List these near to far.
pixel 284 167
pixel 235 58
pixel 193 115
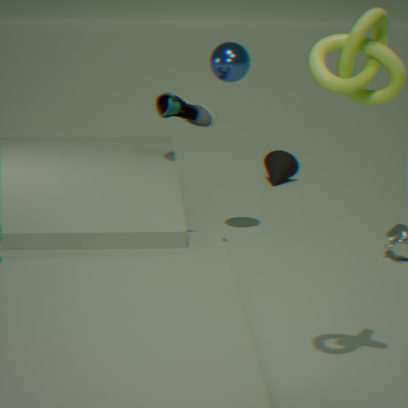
pixel 193 115
pixel 235 58
pixel 284 167
